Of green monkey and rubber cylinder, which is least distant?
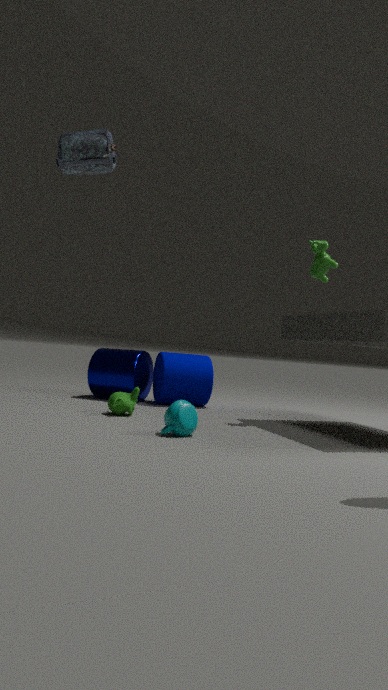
green monkey
